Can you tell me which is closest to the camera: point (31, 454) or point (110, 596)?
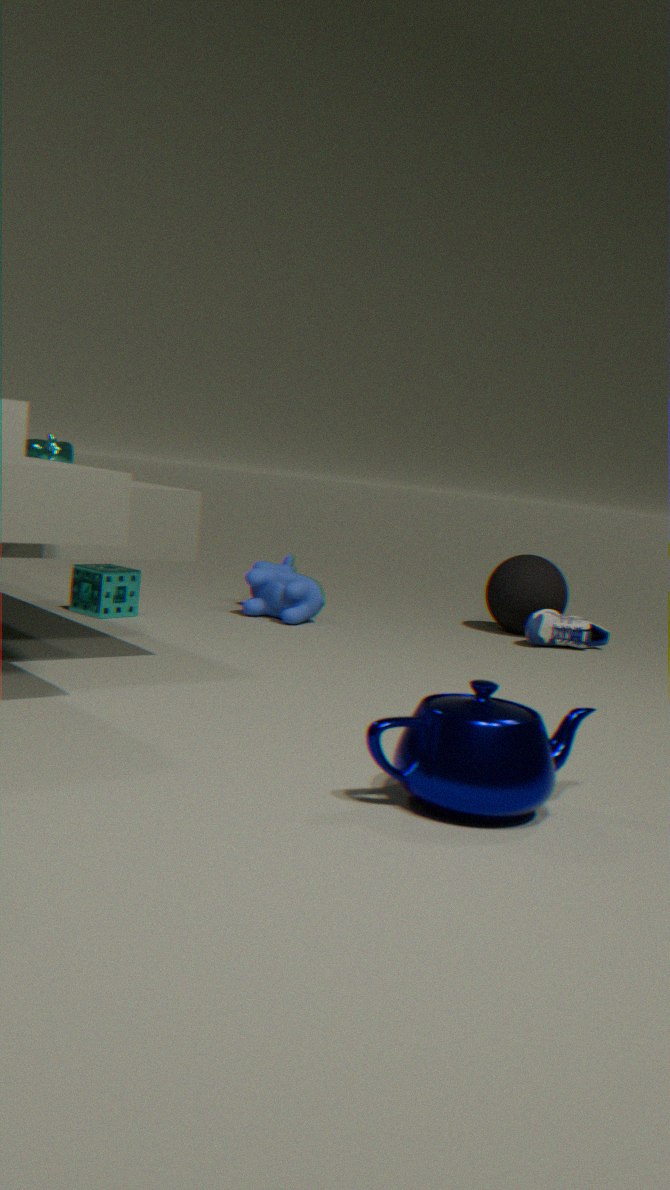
point (31, 454)
